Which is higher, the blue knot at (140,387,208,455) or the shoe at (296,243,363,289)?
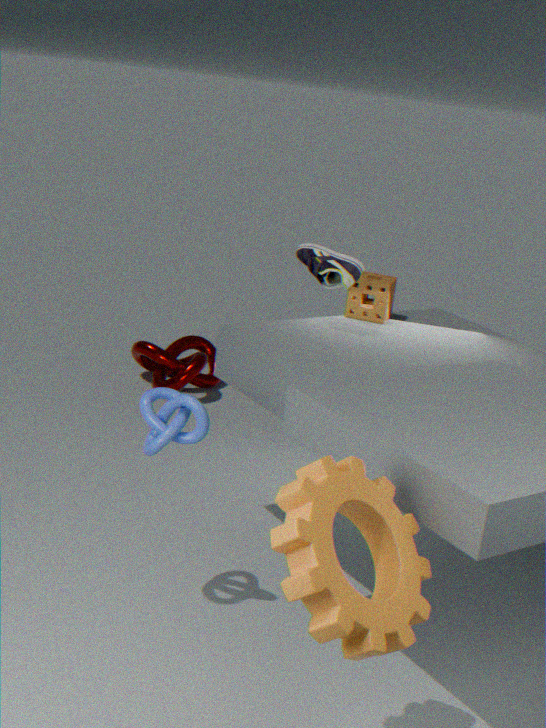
the shoe at (296,243,363,289)
